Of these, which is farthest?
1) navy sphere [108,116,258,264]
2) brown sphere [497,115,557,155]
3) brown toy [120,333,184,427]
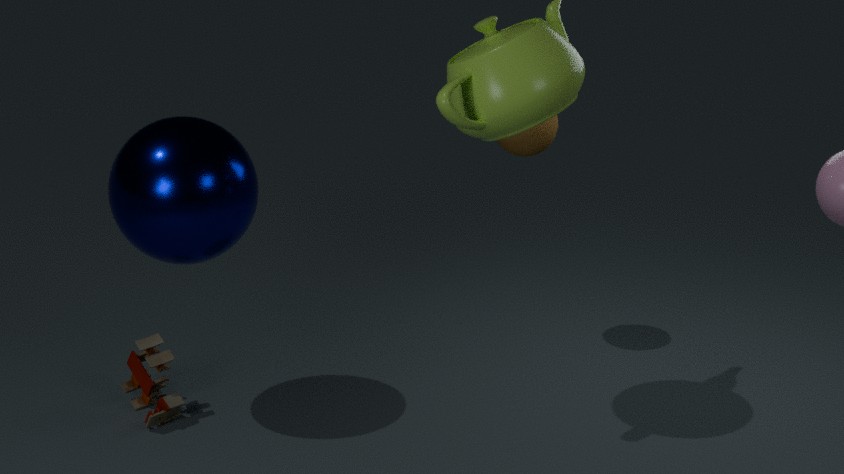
A: 2. brown sphere [497,115,557,155]
